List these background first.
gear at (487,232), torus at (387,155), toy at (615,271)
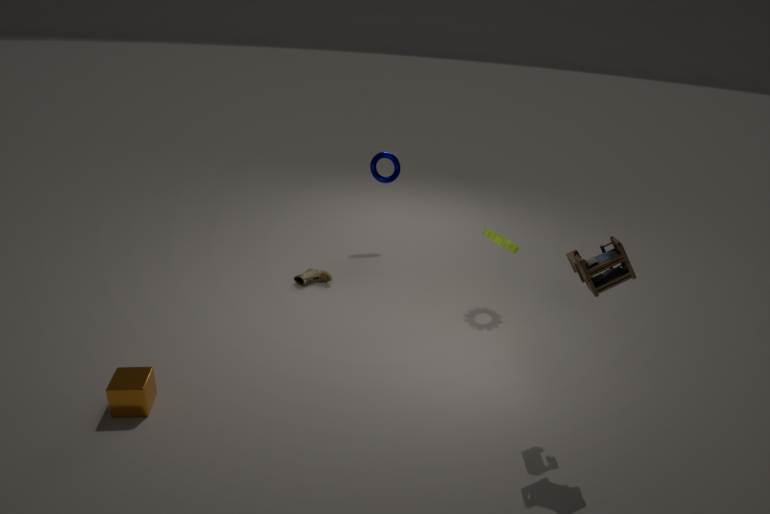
torus at (387,155) < gear at (487,232) < toy at (615,271)
